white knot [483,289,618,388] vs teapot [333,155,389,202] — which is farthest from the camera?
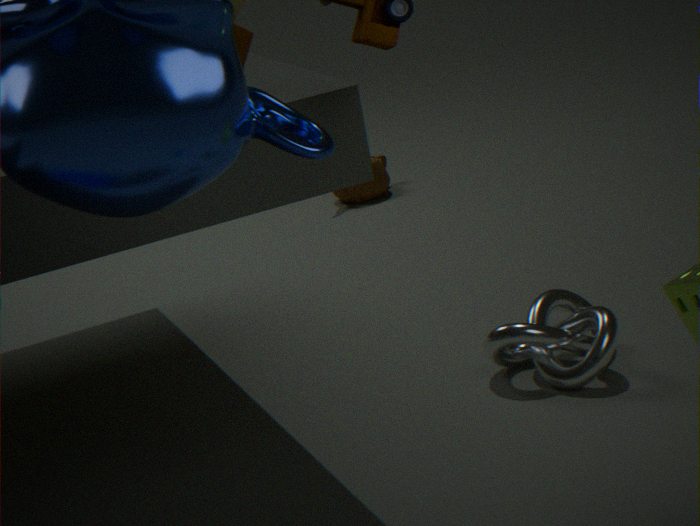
teapot [333,155,389,202]
